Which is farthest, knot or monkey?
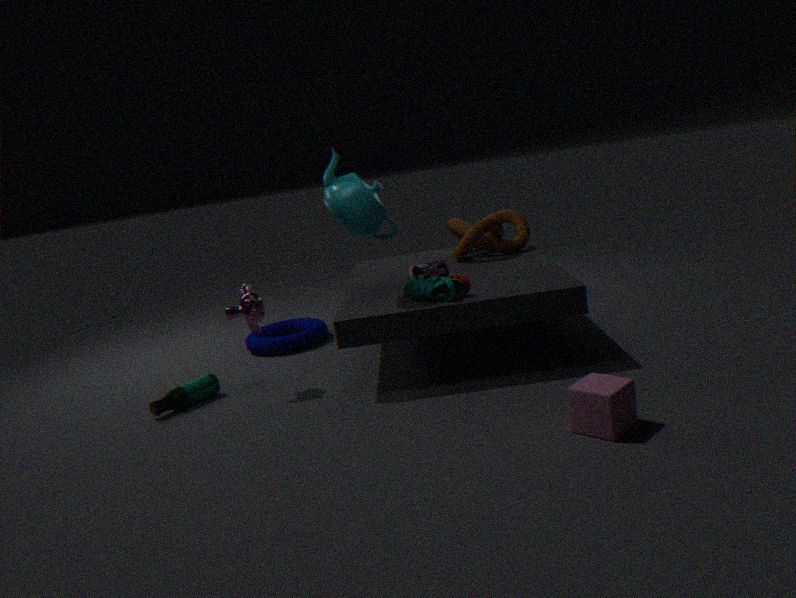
knot
